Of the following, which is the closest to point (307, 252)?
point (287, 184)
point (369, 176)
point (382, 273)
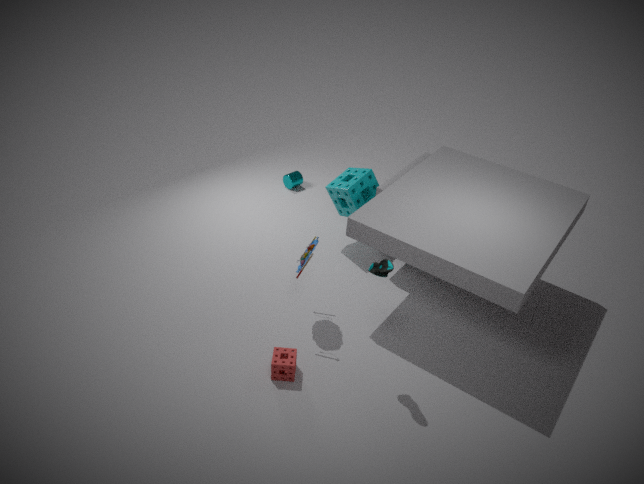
point (382, 273)
